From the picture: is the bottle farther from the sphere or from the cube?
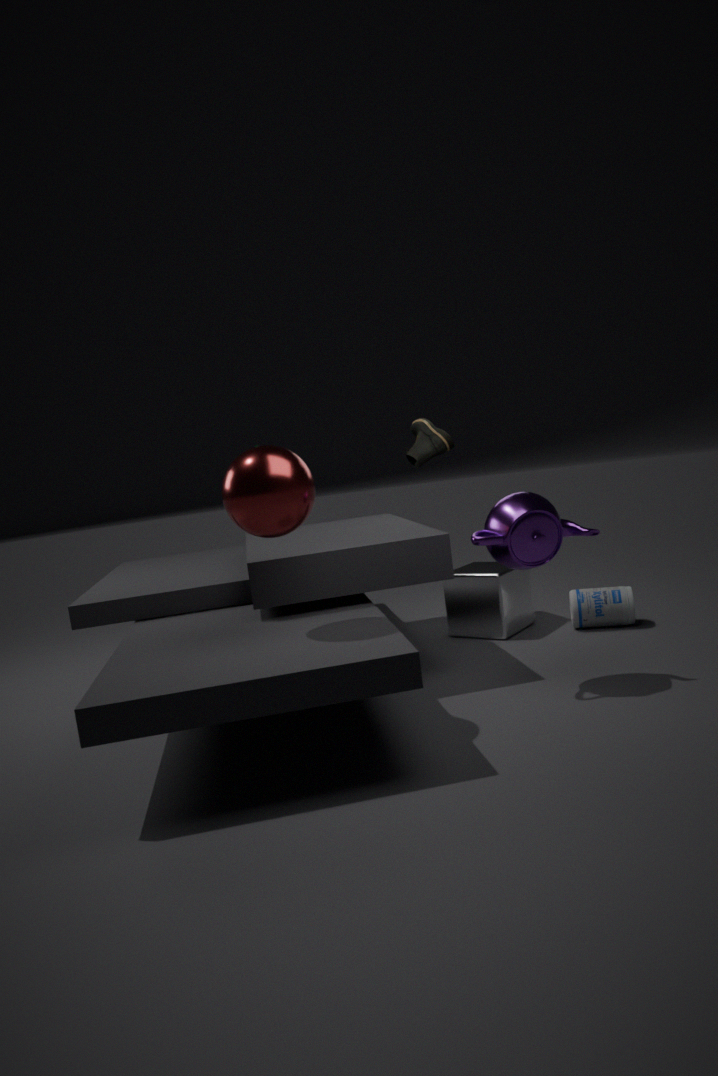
the sphere
